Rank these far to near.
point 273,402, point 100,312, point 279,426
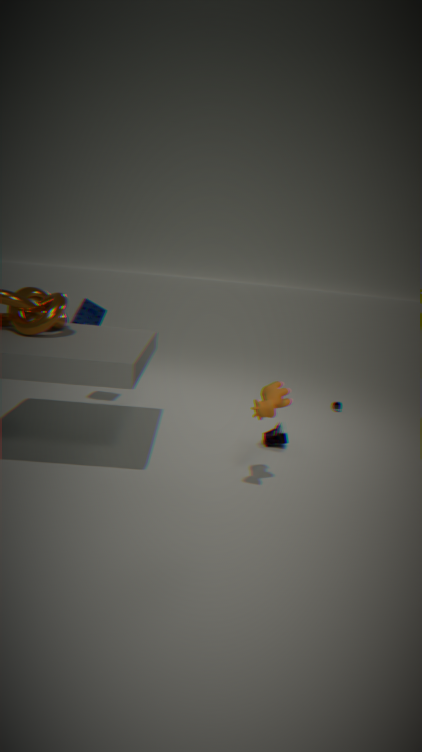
1. point 100,312
2. point 279,426
3. point 273,402
